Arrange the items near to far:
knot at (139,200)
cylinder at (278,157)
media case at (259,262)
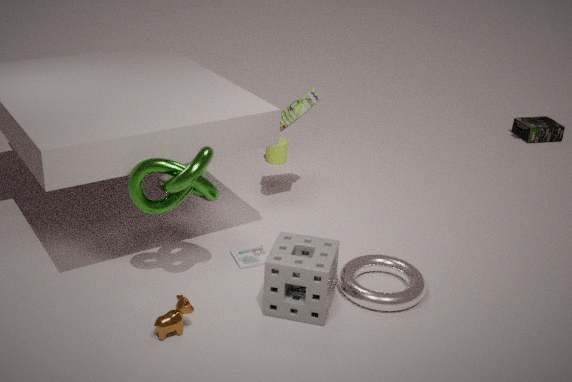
knot at (139,200), media case at (259,262), cylinder at (278,157)
